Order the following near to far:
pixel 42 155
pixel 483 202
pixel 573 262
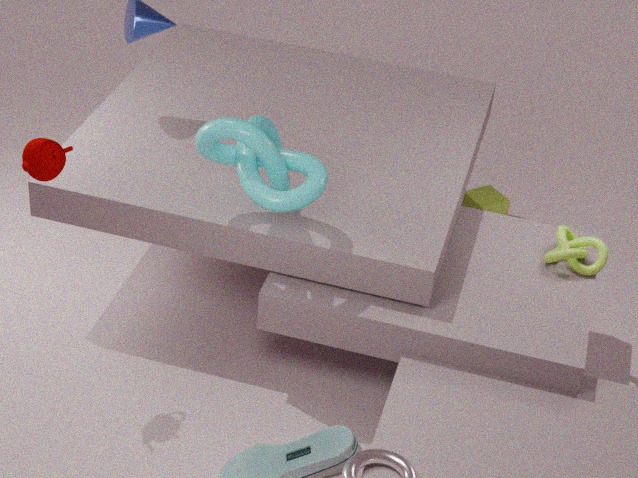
1. pixel 42 155
2. pixel 573 262
3. pixel 483 202
